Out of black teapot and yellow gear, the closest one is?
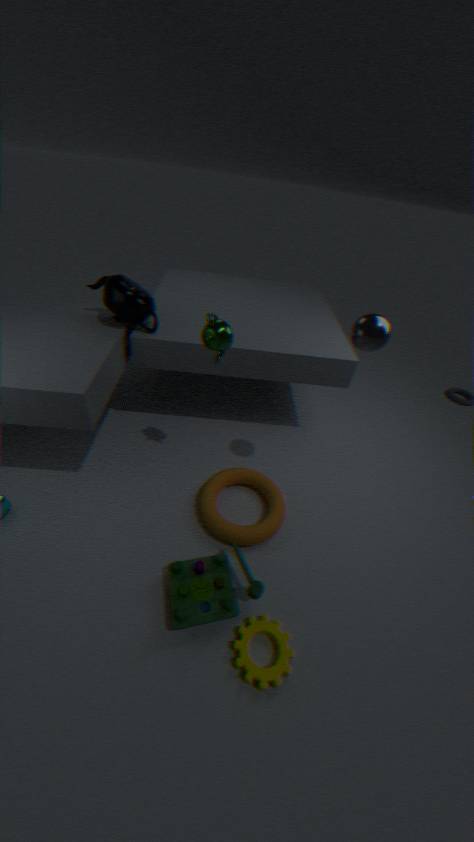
yellow gear
